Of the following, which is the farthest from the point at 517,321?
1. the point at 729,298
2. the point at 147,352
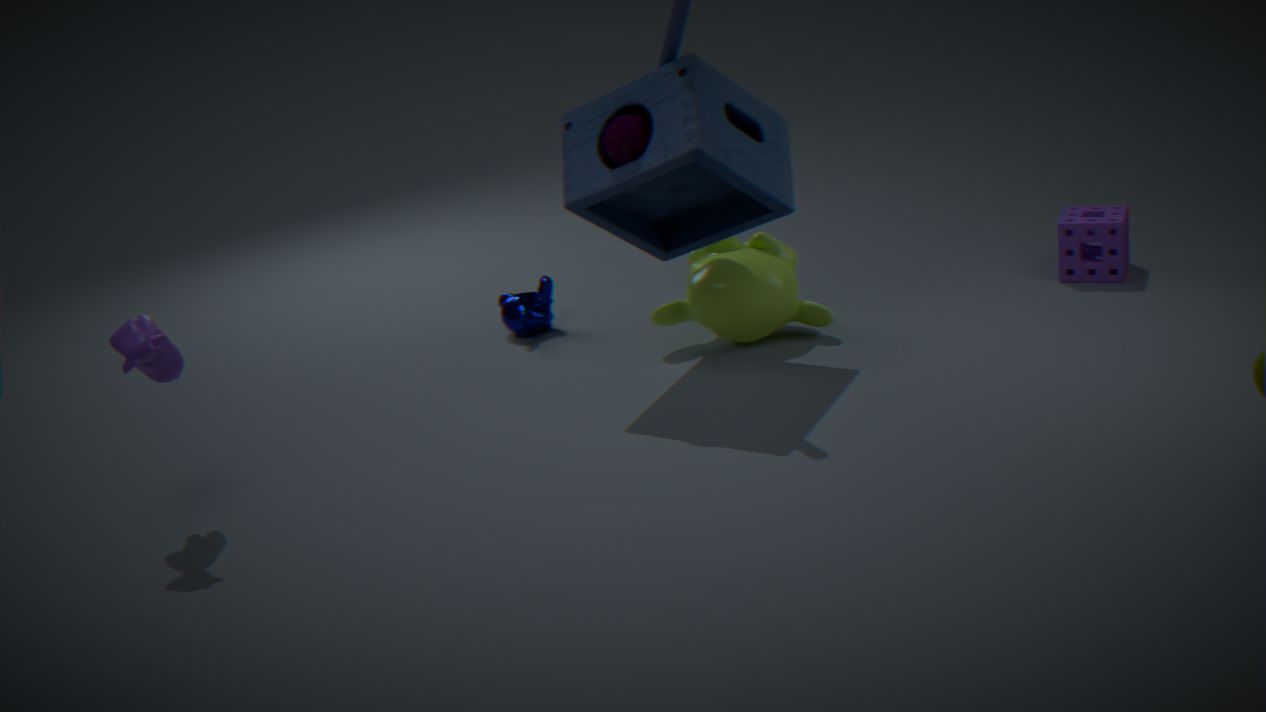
the point at 147,352
